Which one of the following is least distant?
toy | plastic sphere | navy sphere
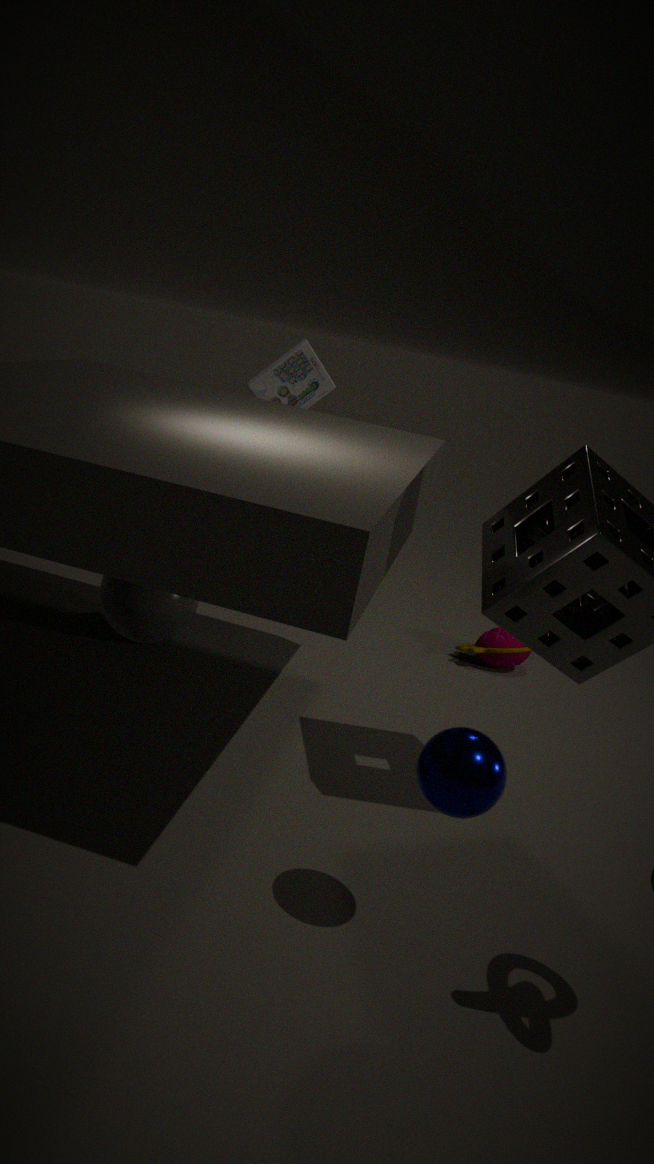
navy sphere
